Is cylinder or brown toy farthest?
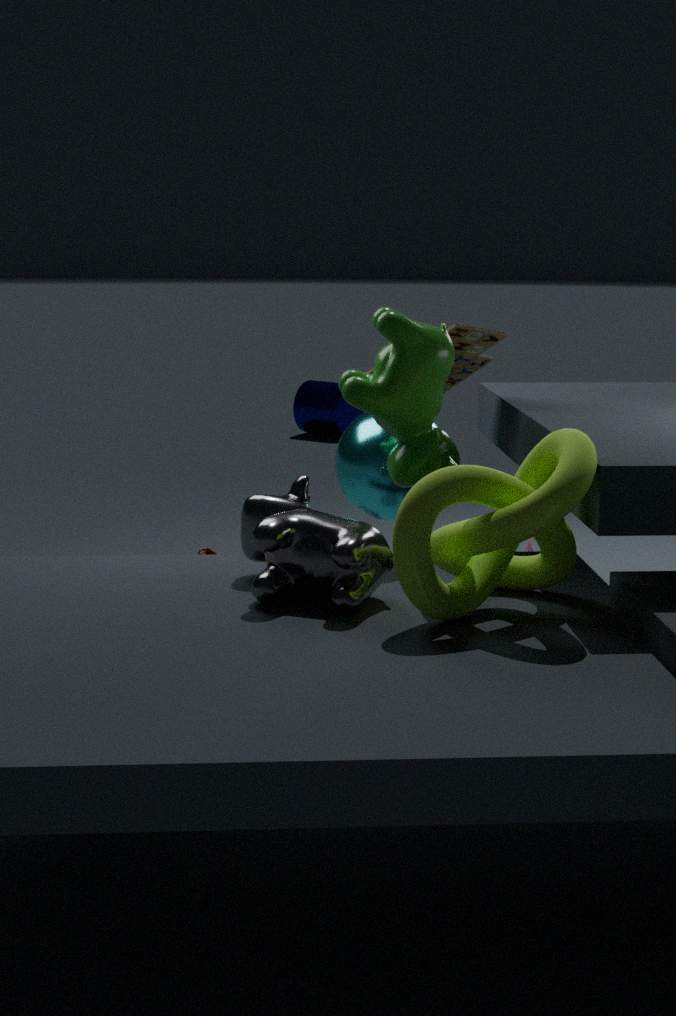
cylinder
